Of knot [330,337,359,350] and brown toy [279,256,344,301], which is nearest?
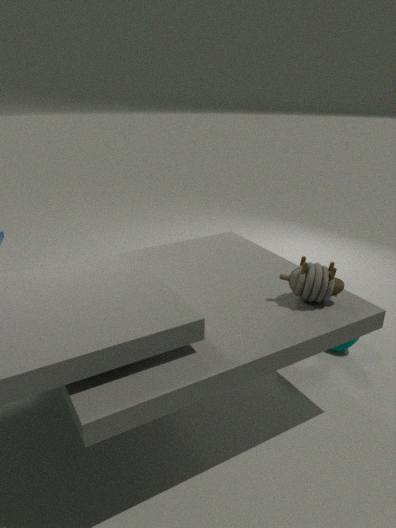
brown toy [279,256,344,301]
